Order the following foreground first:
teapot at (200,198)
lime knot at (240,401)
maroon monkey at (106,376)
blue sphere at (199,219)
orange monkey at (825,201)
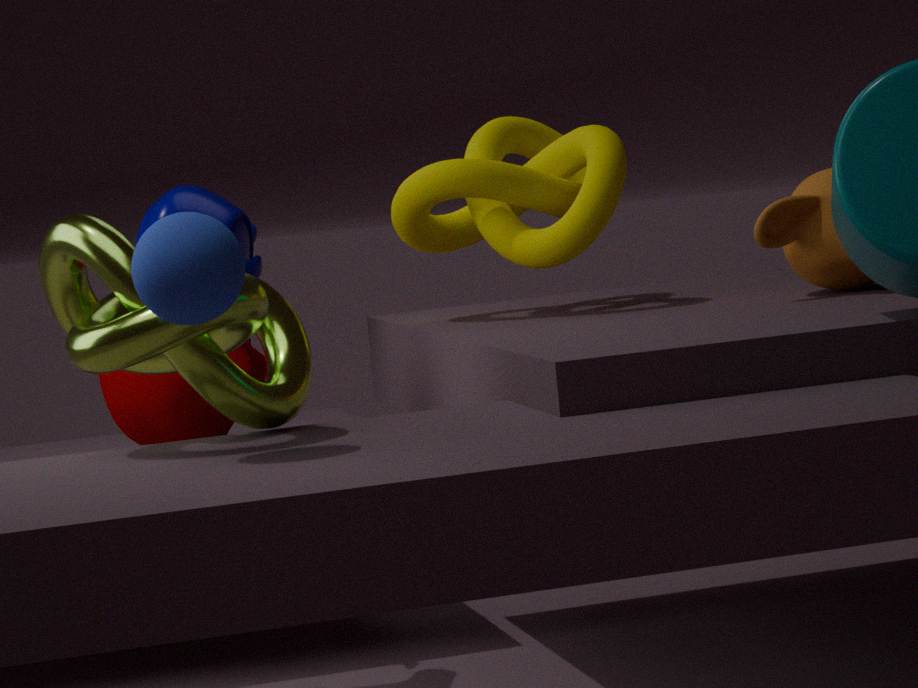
1. blue sphere at (199,219)
2. lime knot at (240,401)
3. maroon monkey at (106,376)
4. orange monkey at (825,201)
5. teapot at (200,198)
